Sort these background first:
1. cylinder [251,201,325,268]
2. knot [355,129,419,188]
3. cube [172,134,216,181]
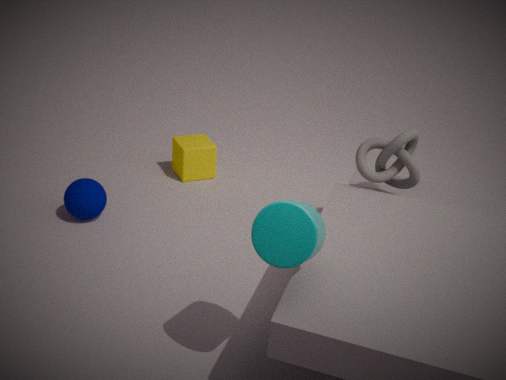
cube [172,134,216,181]
knot [355,129,419,188]
cylinder [251,201,325,268]
